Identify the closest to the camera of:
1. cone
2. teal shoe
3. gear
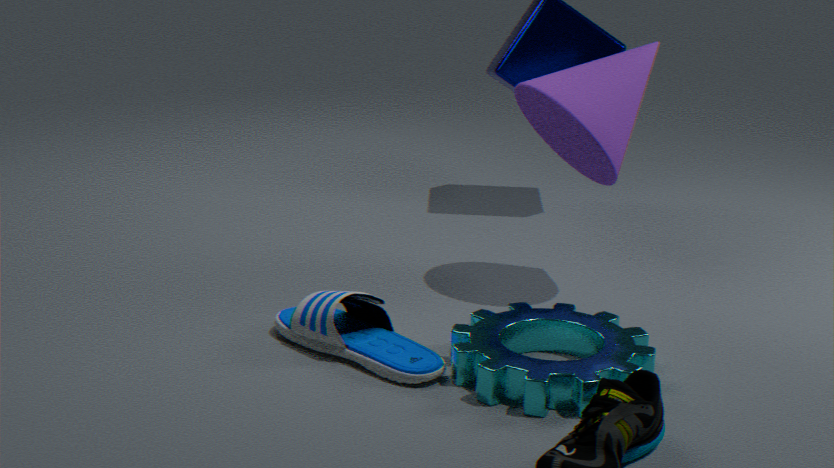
gear
